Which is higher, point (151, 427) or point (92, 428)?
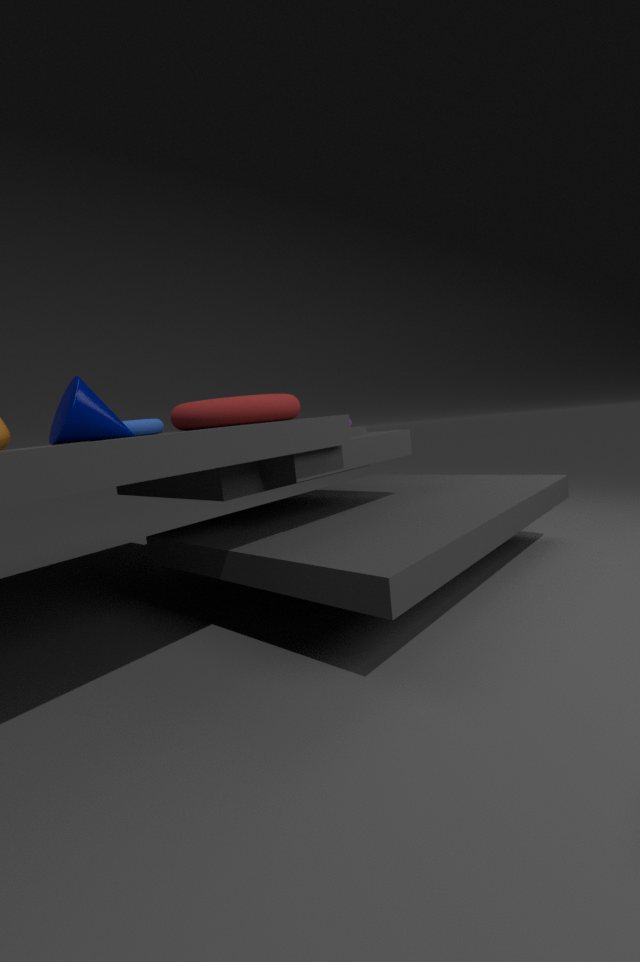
point (92, 428)
